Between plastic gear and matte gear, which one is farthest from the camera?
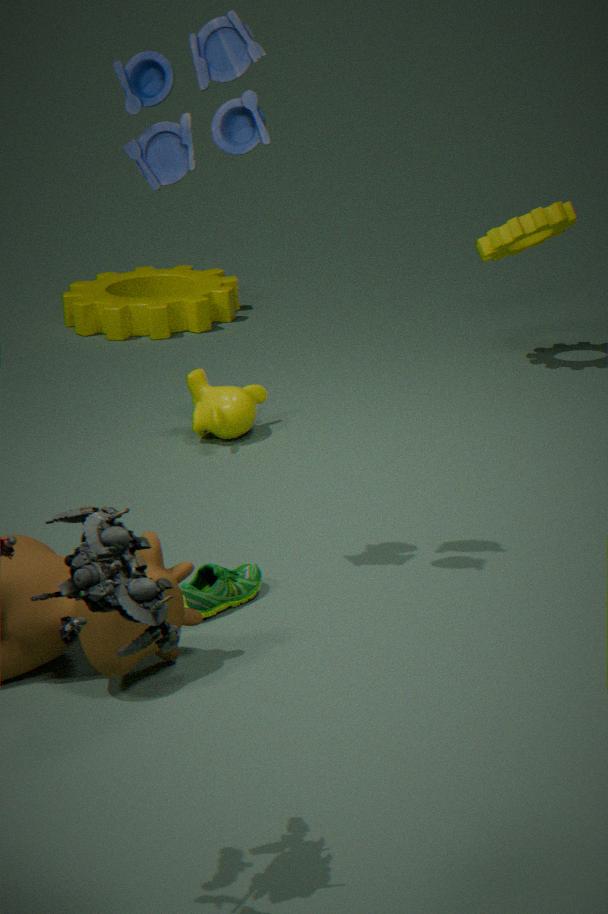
plastic gear
